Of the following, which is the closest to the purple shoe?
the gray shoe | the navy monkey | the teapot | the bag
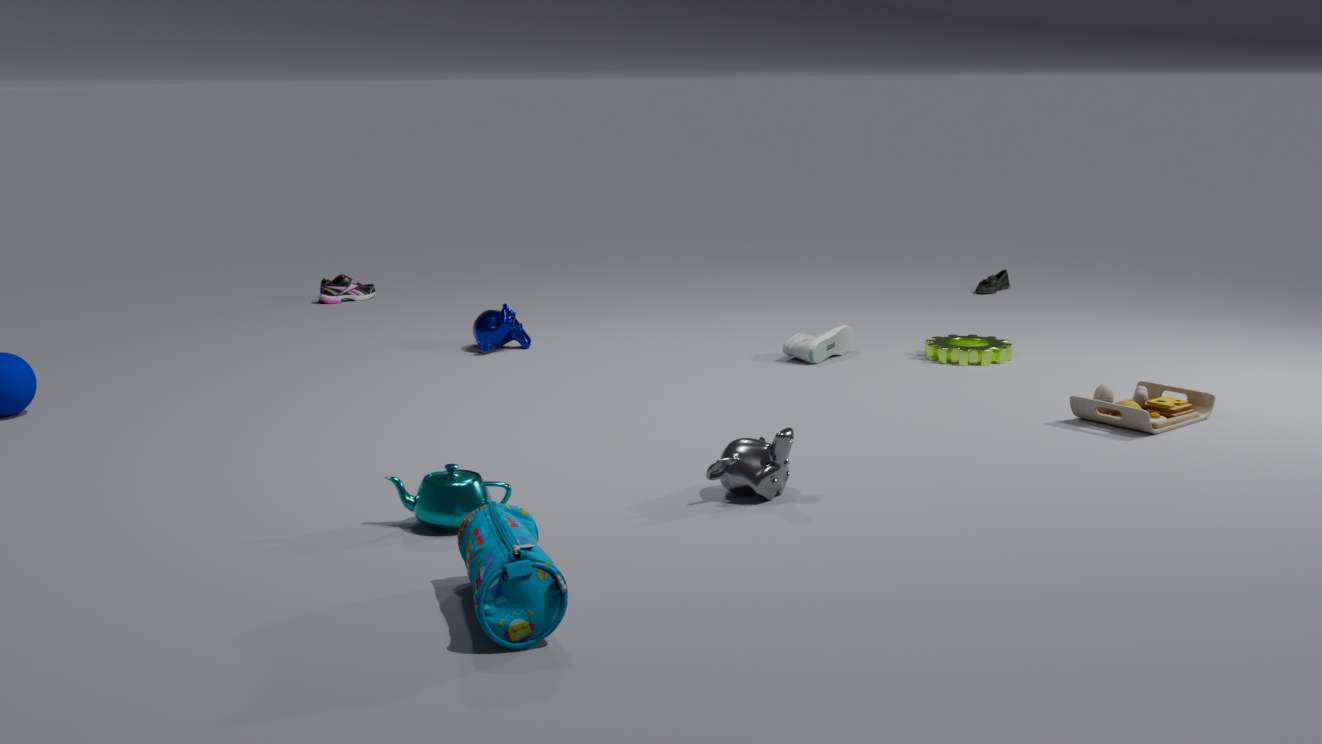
the navy monkey
